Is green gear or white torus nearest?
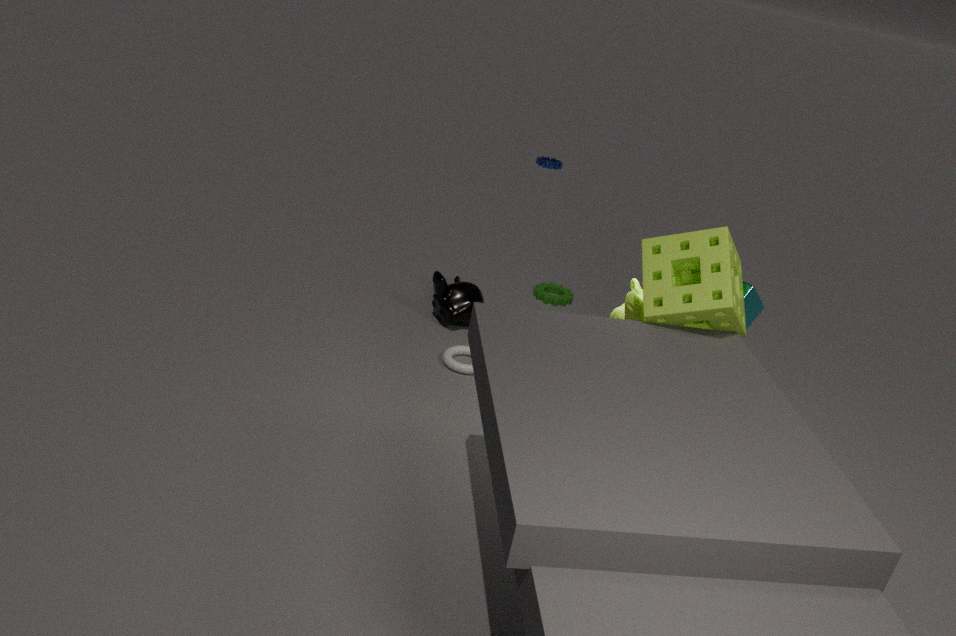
white torus
